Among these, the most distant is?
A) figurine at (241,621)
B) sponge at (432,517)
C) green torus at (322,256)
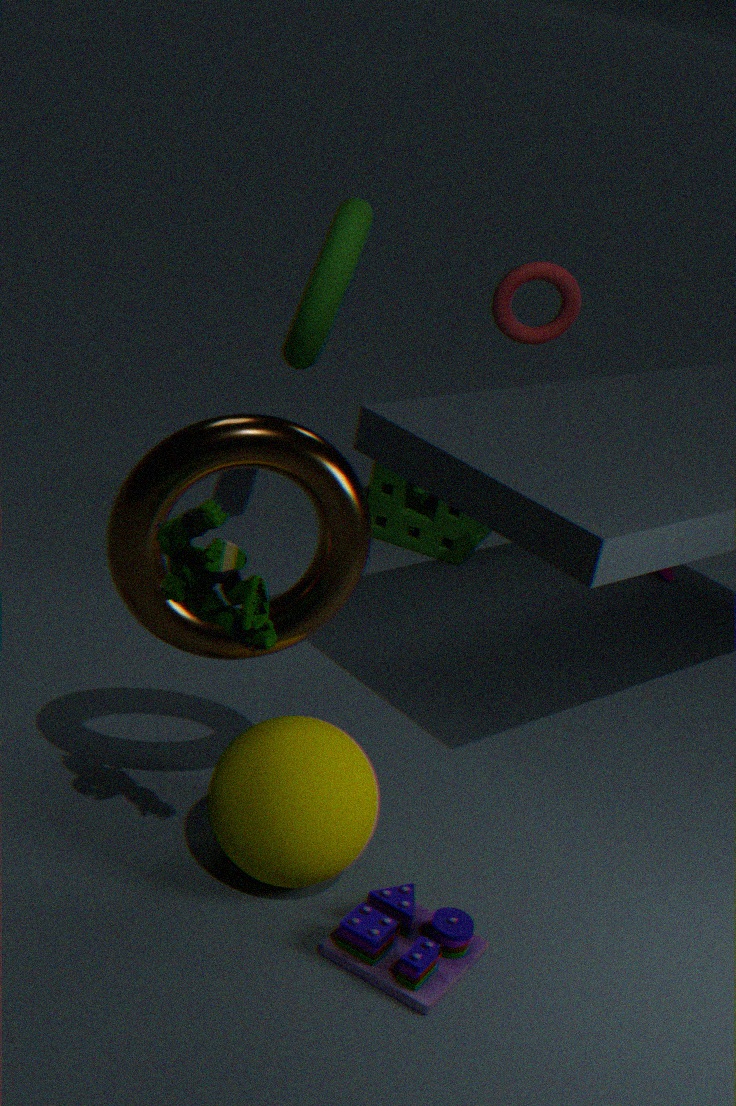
sponge at (432,517)
